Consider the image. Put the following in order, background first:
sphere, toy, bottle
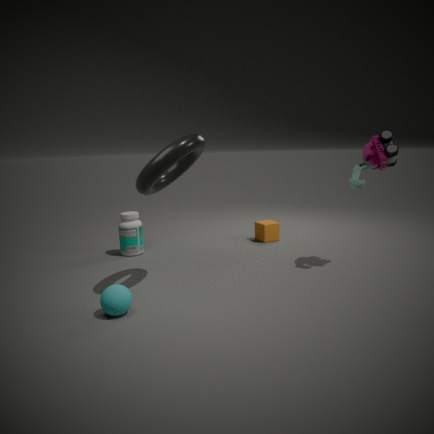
bottle → toy → sphere
